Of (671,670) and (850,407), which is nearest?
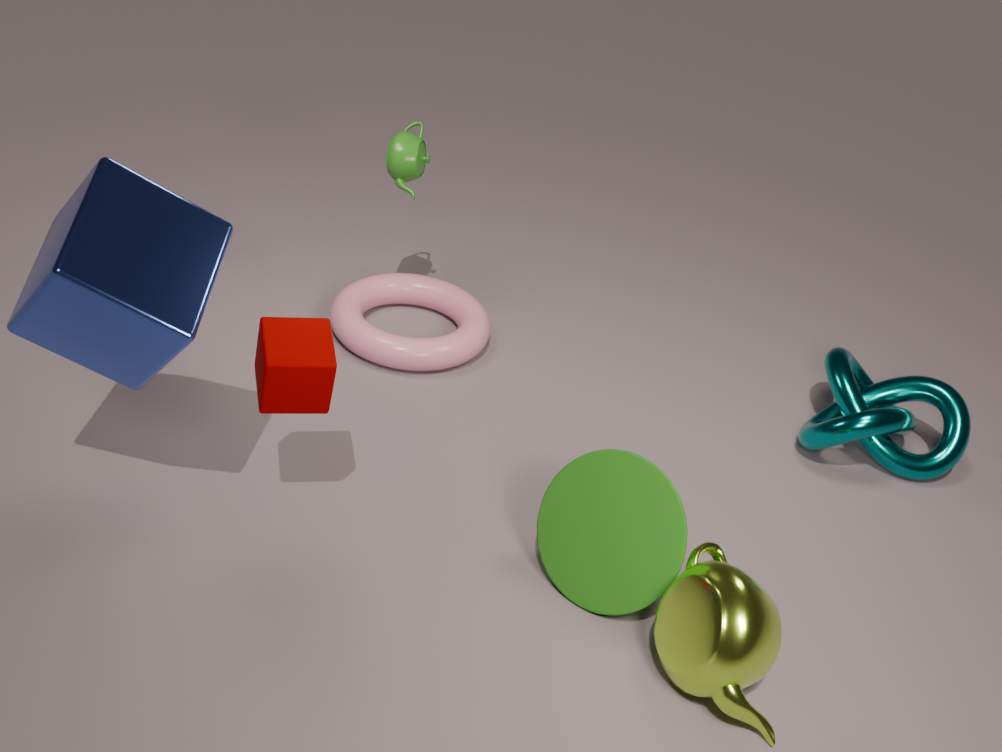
(671,670)
